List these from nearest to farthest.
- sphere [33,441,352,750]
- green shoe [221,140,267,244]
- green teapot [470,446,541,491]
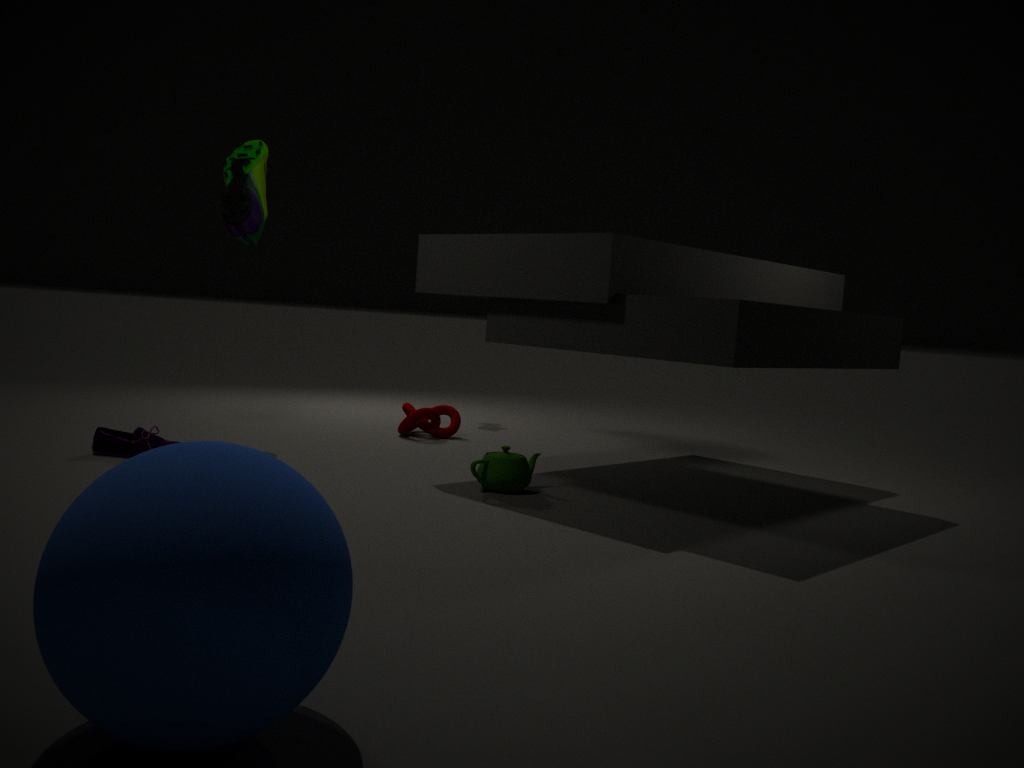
sphere [33,441,352,750], green teapot [470,446,541,491], green shoe [221,140,267,244]
